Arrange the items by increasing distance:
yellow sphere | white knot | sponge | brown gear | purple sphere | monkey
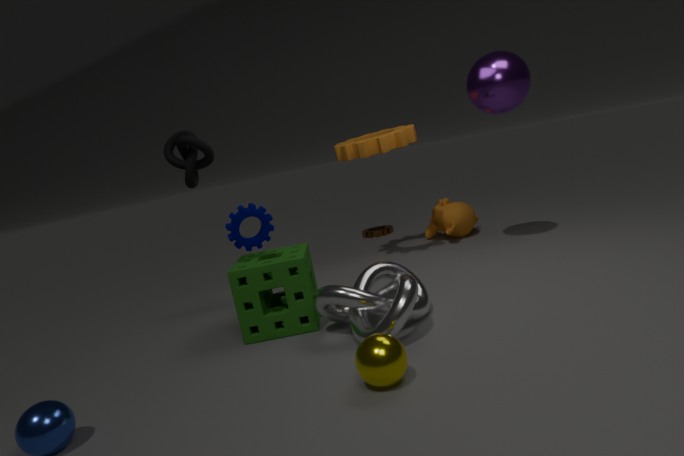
yellow sphere → white knot → sponge → purple sphere → monkey → brown gear
